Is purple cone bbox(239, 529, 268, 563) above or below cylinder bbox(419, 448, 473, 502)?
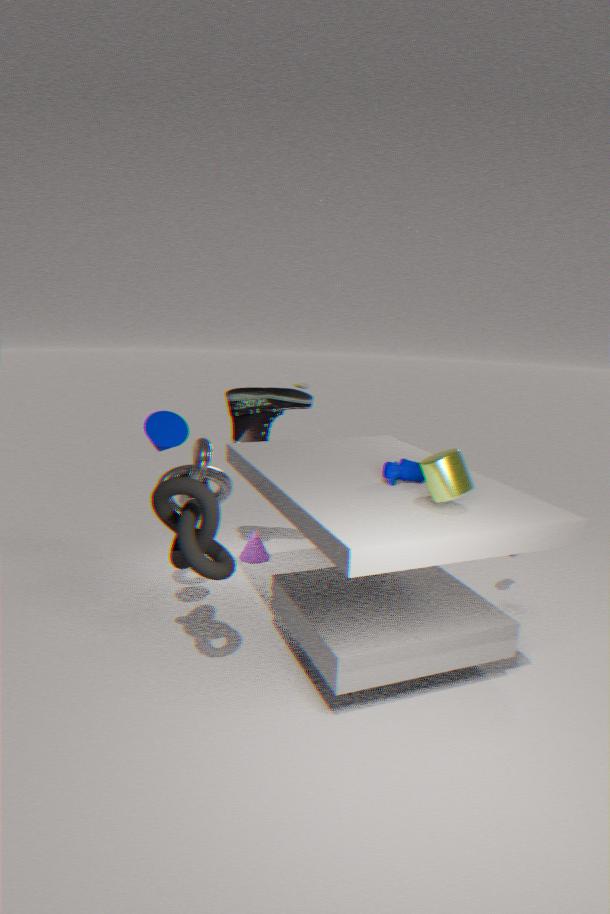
below
